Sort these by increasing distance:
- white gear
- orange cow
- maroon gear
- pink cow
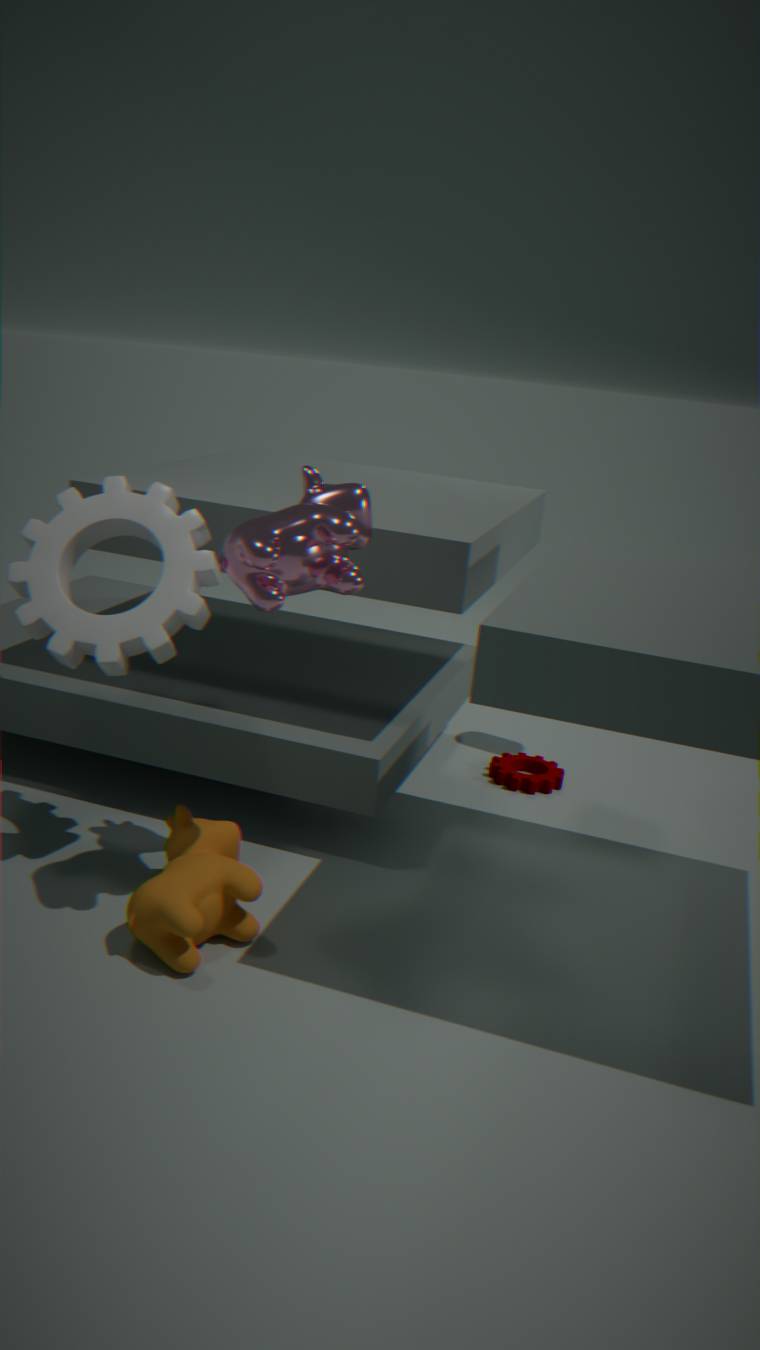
1. pink cow
2. orange cow
3. white gear
4. maroon gear
